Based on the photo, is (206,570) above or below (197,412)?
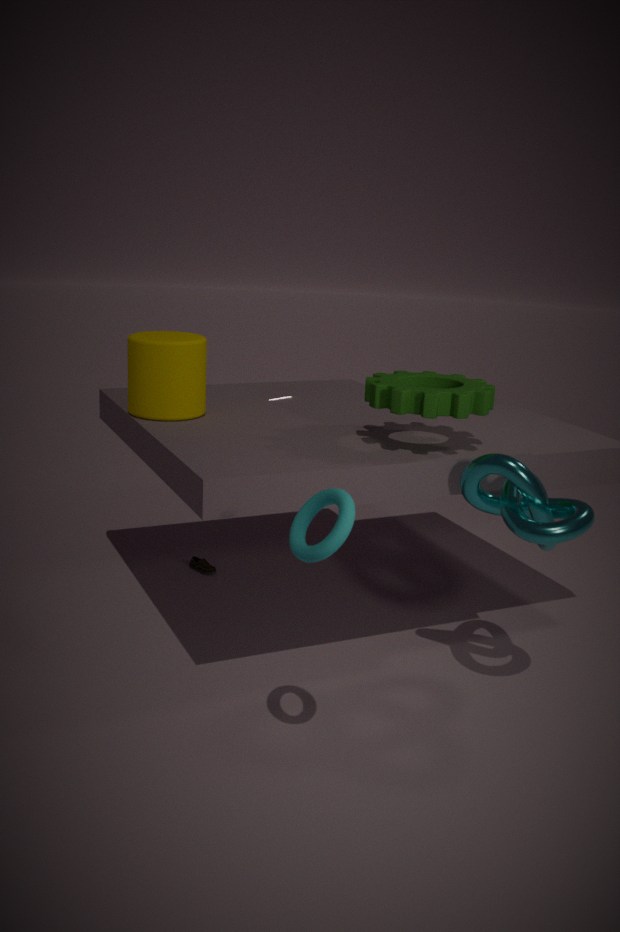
below
